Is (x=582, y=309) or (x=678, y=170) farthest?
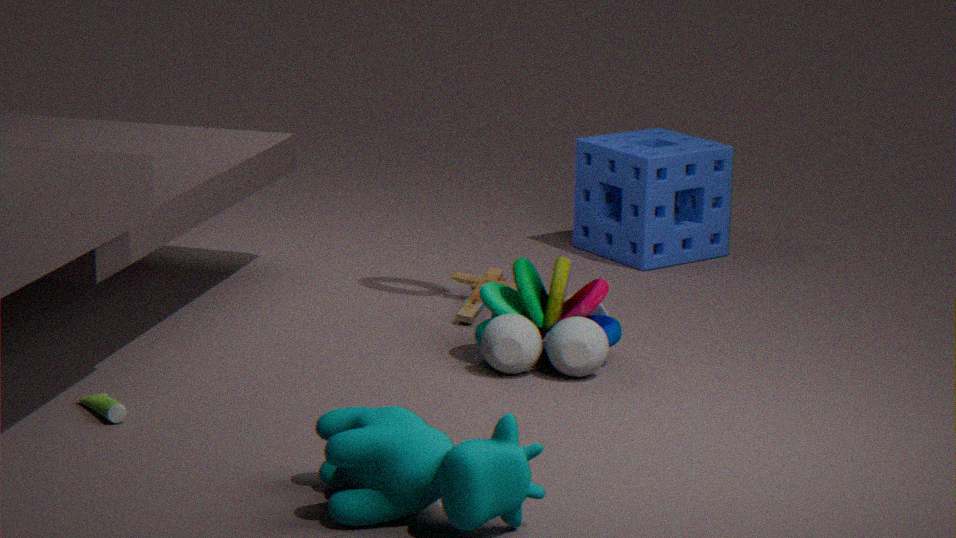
(x=678, y=170)
